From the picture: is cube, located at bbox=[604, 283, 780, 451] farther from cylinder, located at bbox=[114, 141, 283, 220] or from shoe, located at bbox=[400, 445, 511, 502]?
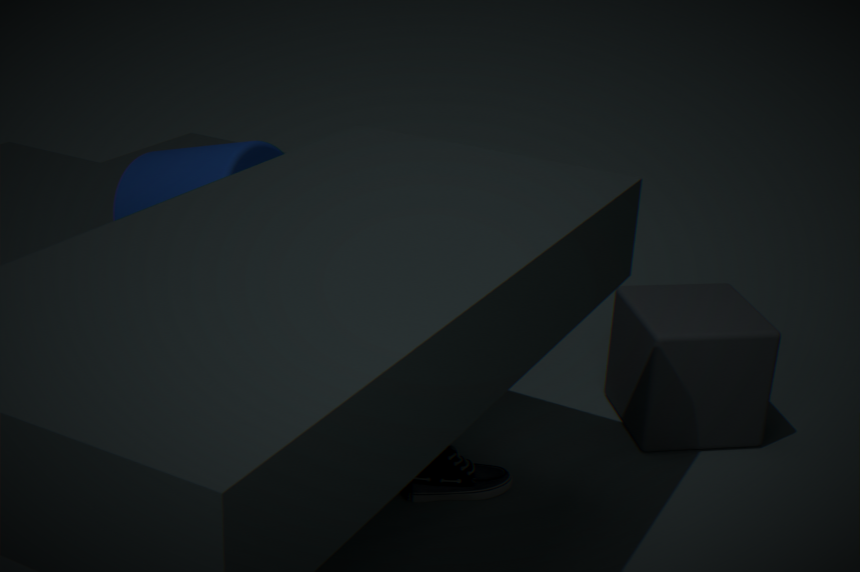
cylinder, located at bbox=[114, 141, 283, 220]
